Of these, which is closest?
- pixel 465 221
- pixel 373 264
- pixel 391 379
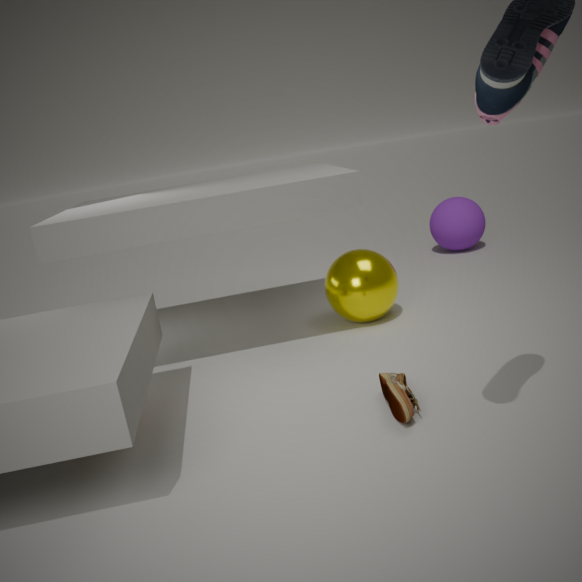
pixel 391 379
